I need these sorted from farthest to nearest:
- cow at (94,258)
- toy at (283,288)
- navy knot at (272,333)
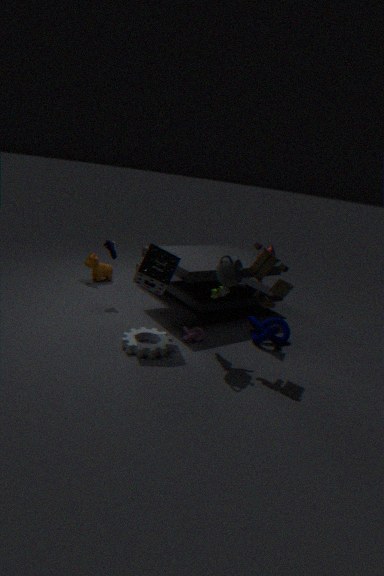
cow at (94,258), navy knot at (272,333), toy at (283,288)
